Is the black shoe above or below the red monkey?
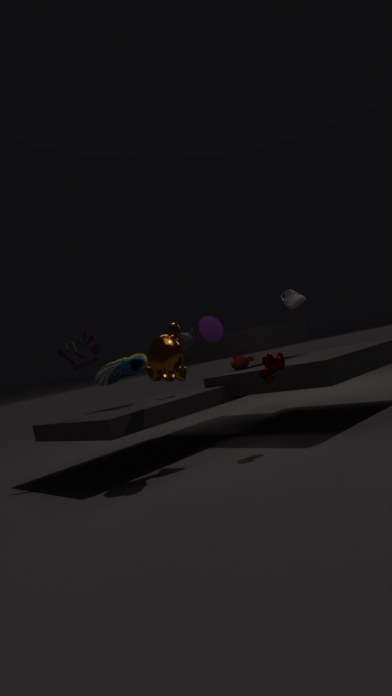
above
